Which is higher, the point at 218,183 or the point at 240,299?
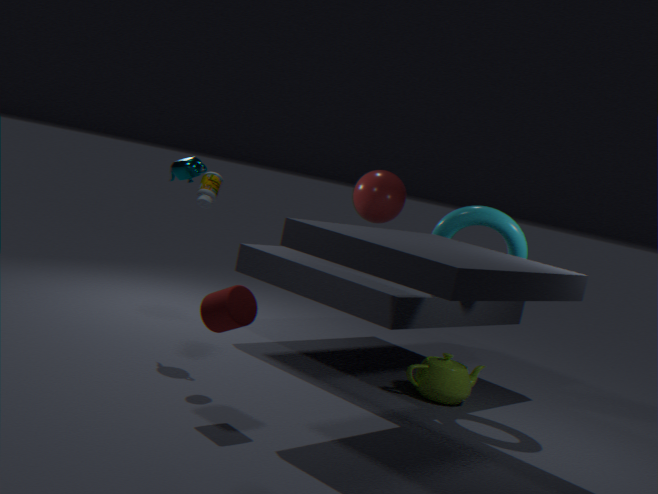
the point at 218,183
